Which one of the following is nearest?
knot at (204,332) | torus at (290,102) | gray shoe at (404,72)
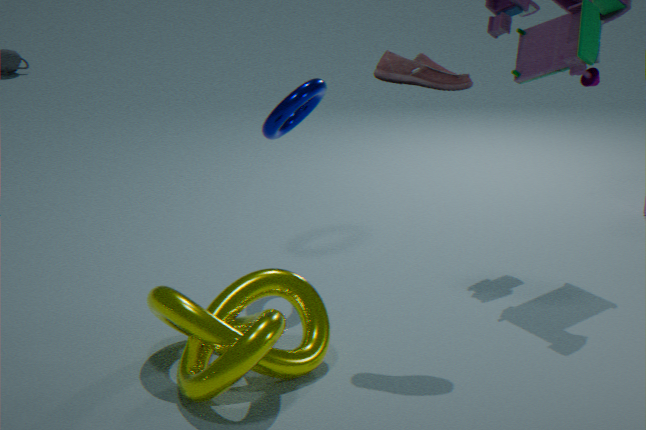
knot at (204,332)
